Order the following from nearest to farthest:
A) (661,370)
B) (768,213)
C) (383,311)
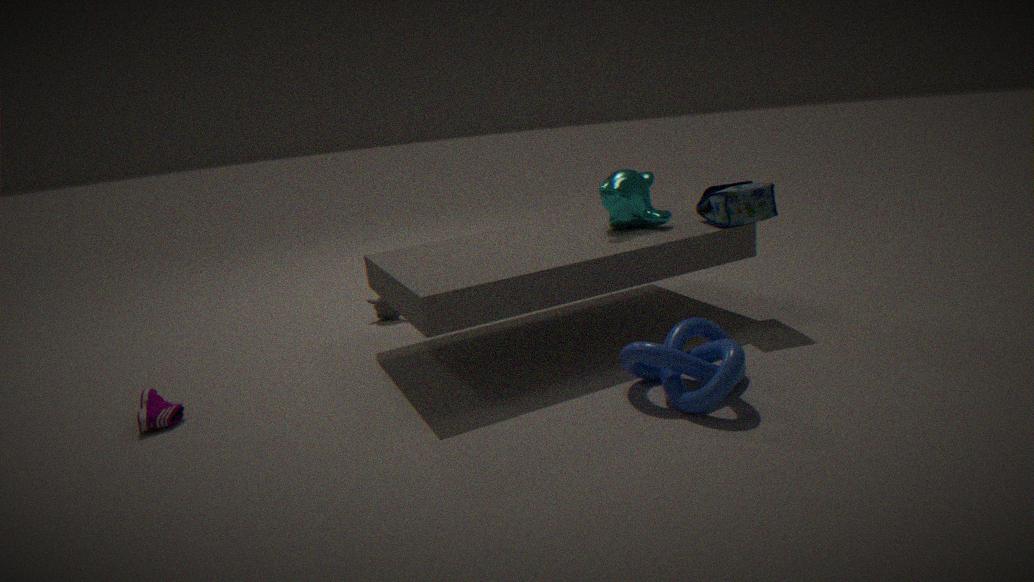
(661,370) → (768,213) → (383,311)
